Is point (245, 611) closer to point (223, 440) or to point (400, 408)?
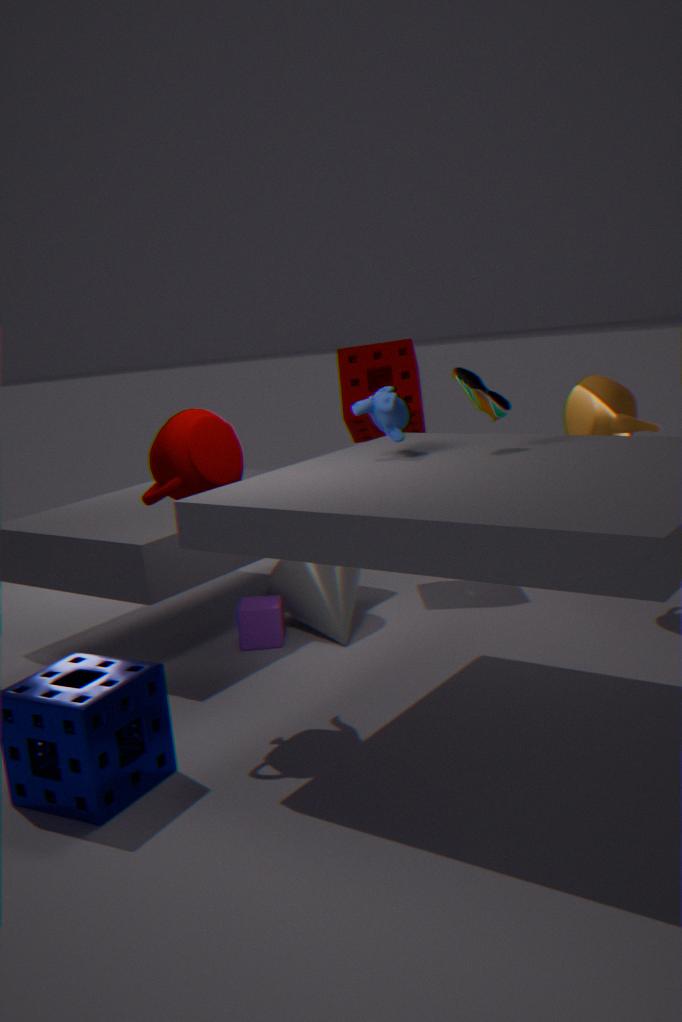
point (223, 440)
